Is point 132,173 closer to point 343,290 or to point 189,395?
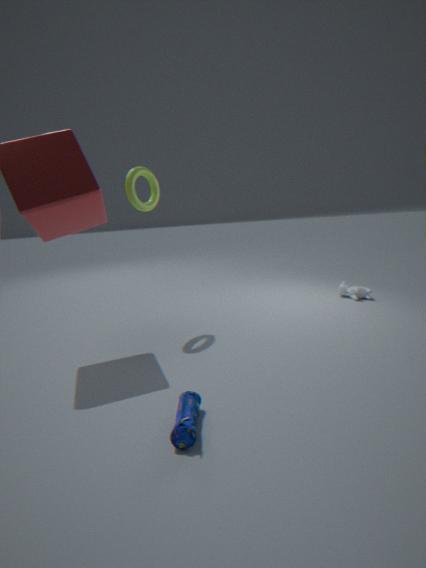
point 189,395
